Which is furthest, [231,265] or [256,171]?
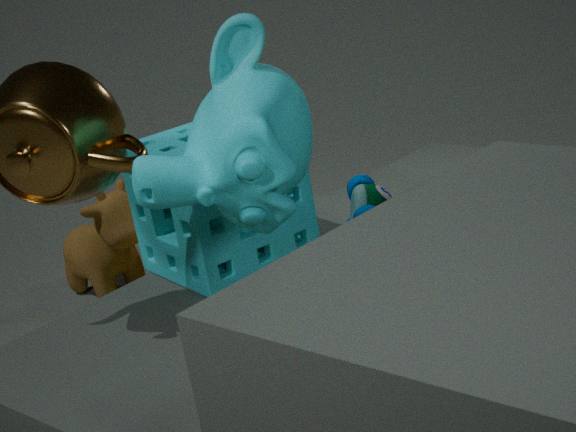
[231,265]
